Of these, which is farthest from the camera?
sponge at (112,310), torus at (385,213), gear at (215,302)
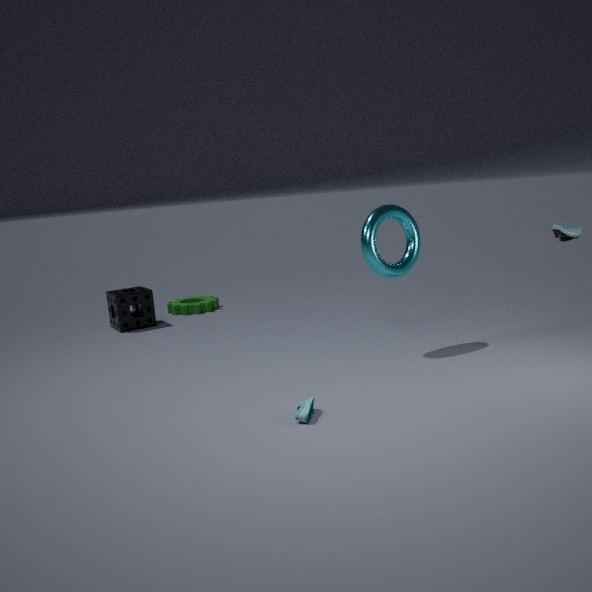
gear at (215,302)
